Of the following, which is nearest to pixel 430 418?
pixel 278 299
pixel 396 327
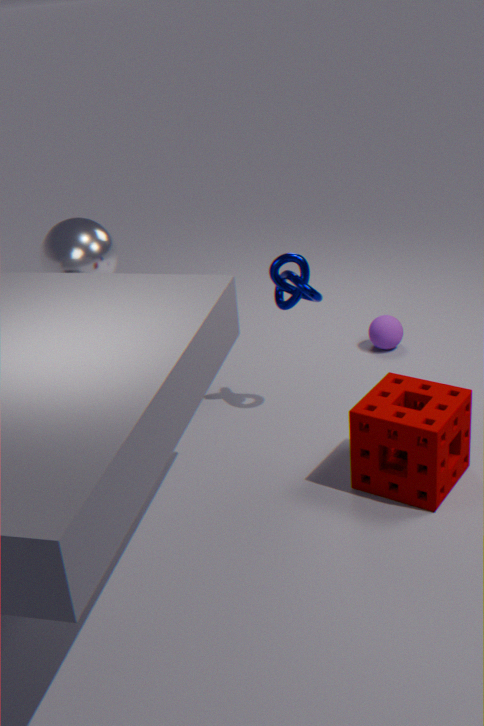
pixel 278 299
